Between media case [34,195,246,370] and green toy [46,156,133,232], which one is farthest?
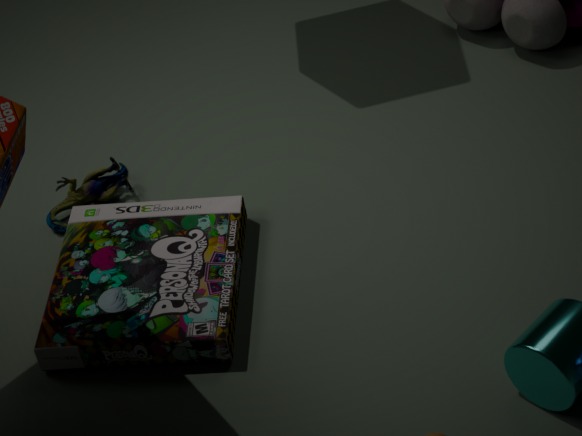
green toy [46,156,133,232]
